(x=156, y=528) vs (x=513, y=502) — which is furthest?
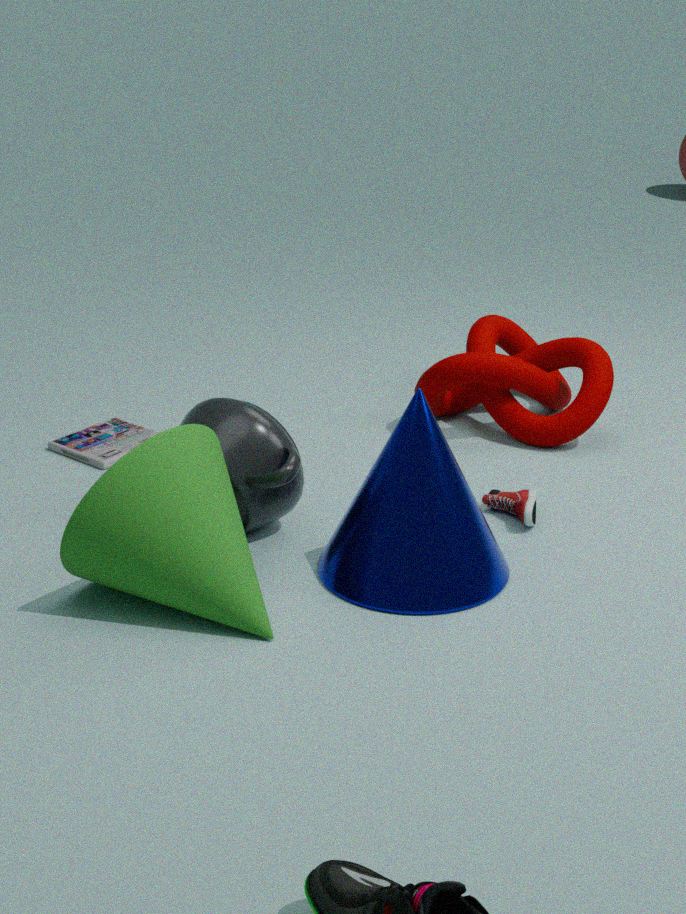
(x=513, y=502)
